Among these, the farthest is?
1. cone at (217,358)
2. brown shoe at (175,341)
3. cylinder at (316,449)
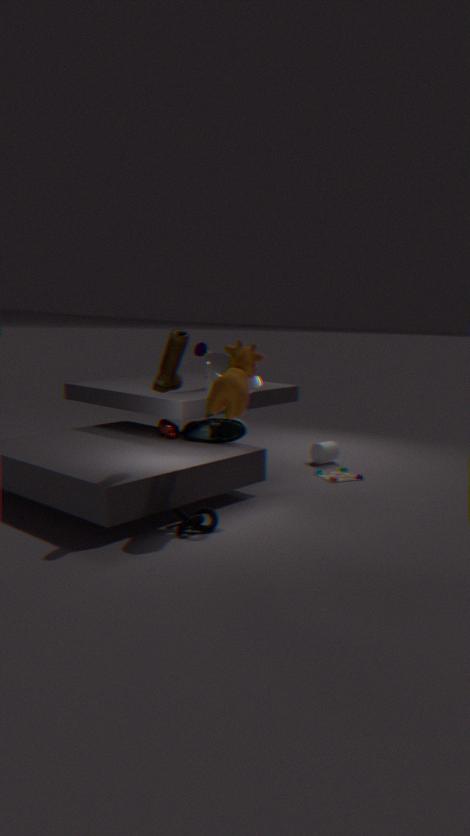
cylinder at (316,449)
